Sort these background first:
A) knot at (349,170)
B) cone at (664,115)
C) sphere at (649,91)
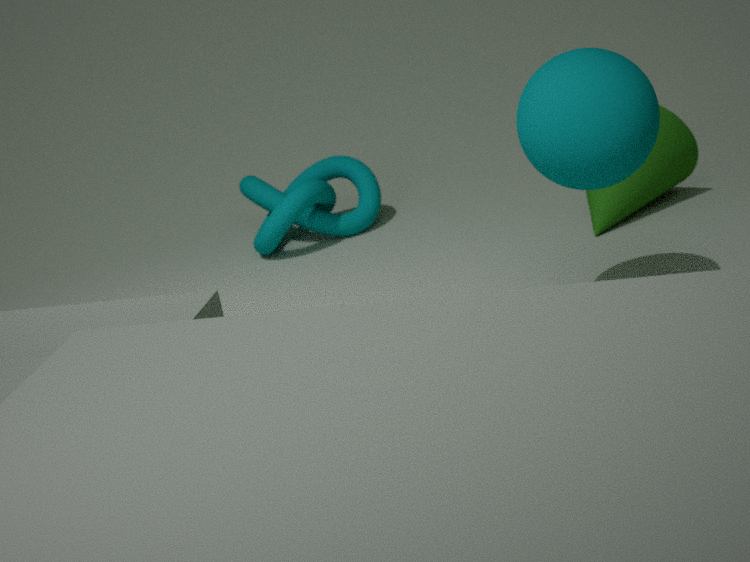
knot at (349,170) < cone at (664,115) < sphere at (649,91)
